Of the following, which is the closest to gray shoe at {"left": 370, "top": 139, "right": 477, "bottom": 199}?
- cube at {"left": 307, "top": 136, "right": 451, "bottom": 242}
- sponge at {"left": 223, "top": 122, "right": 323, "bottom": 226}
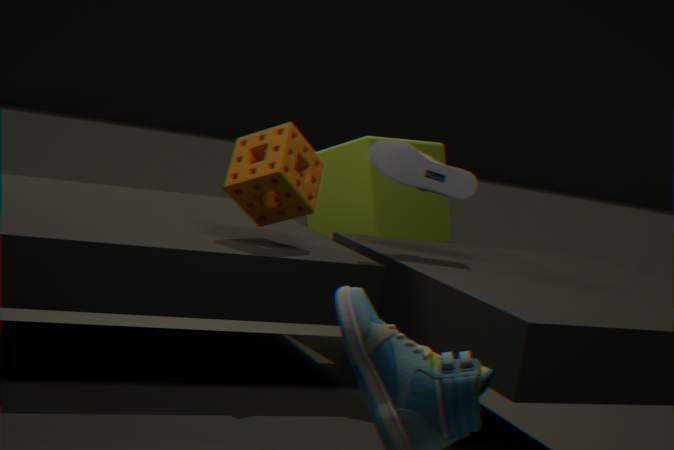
sponge at {"left": 223, "top": 122, "right": 323, "bottom": 226}
